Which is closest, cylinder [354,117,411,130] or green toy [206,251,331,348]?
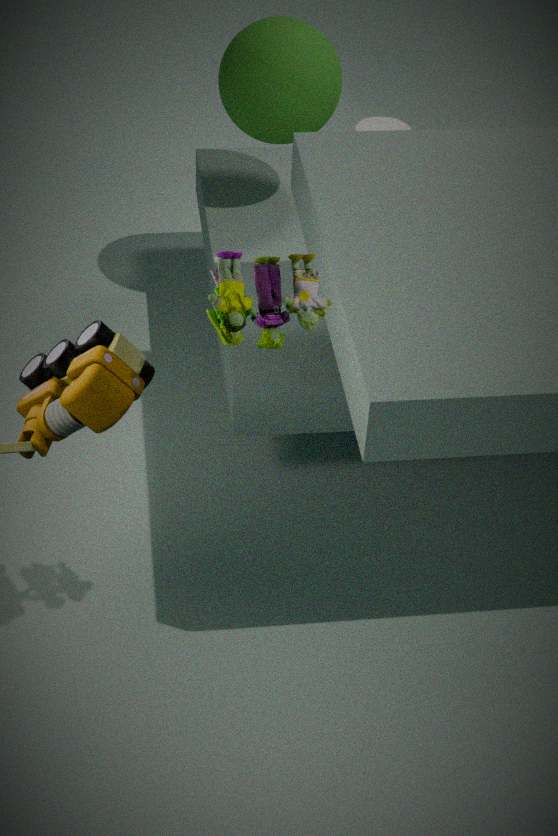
green toy [206,251,331,348]
